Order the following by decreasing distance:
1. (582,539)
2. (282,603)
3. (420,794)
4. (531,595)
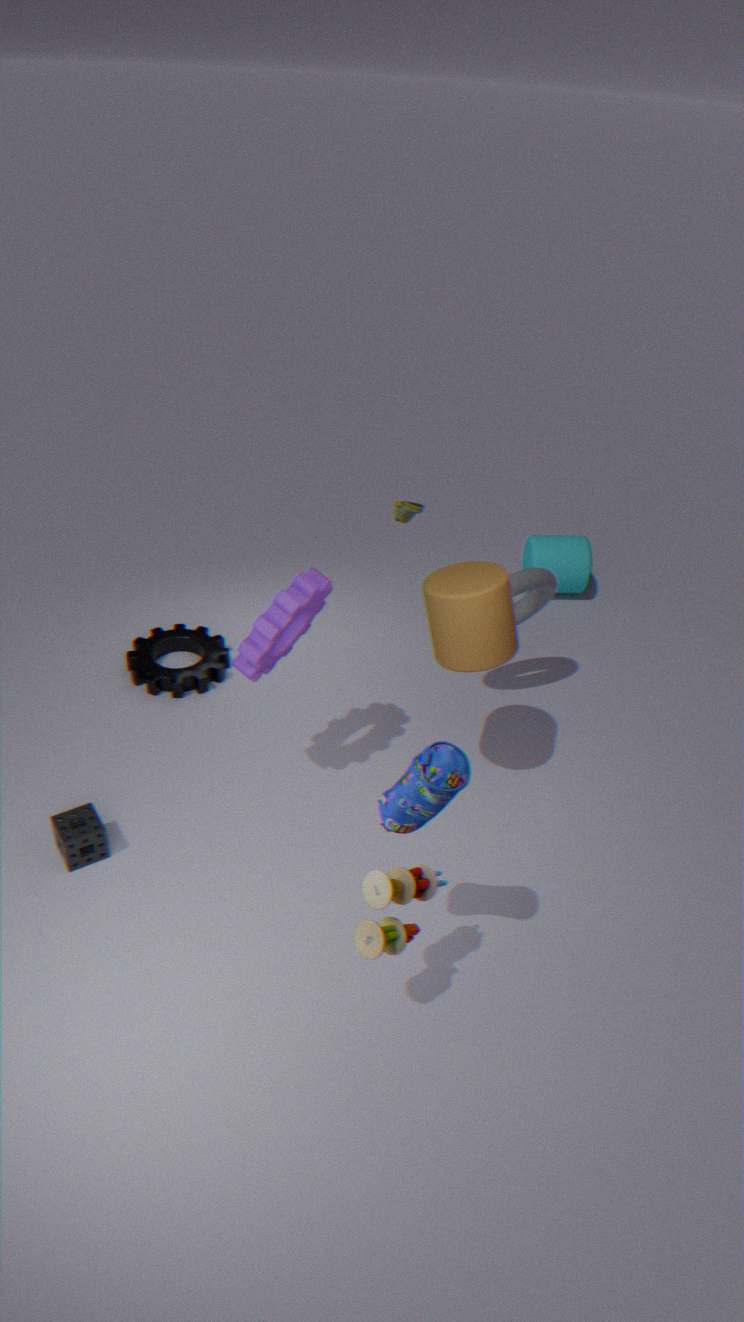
(582,539)
(531,595)
(282,603)
(420,794)
